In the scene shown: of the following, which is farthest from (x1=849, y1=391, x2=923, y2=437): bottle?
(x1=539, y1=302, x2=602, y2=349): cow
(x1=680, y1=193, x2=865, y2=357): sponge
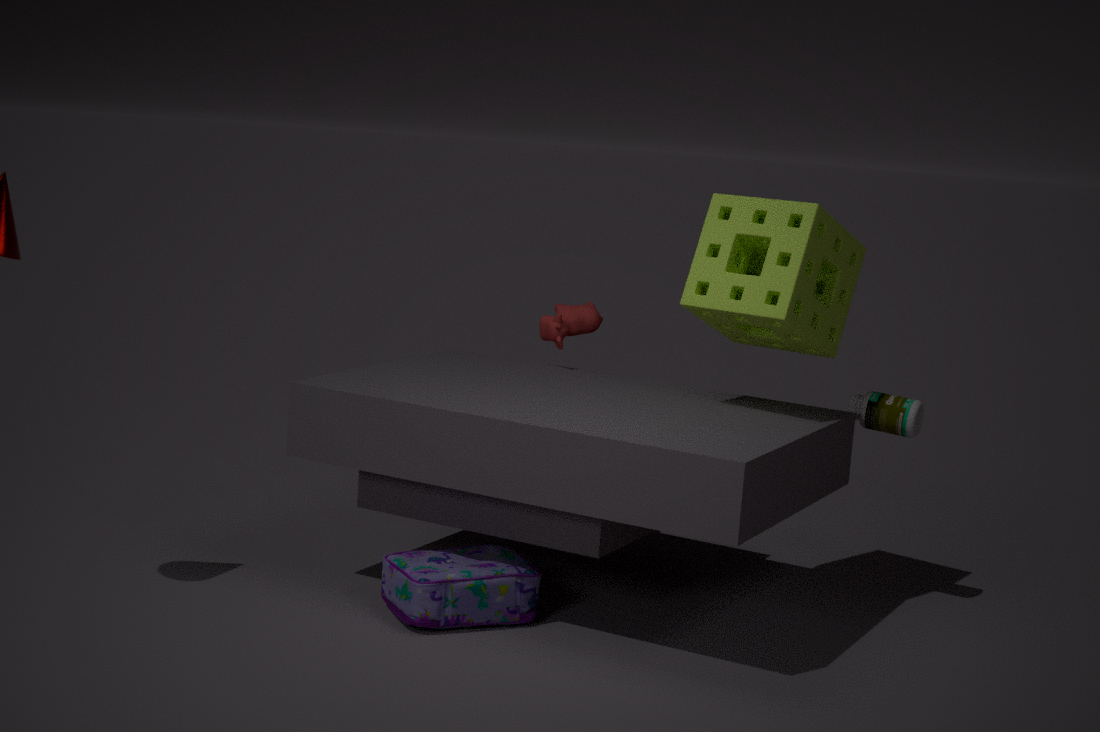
(x1=539, y1=302, x2=602, y2=349): cow
